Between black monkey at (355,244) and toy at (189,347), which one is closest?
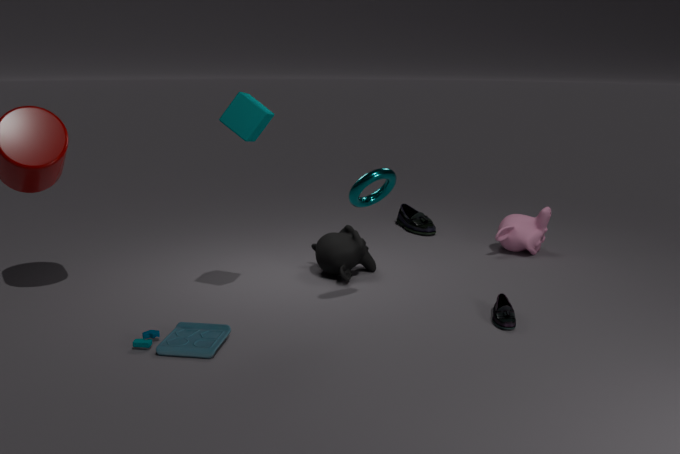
toy at (189,347)
